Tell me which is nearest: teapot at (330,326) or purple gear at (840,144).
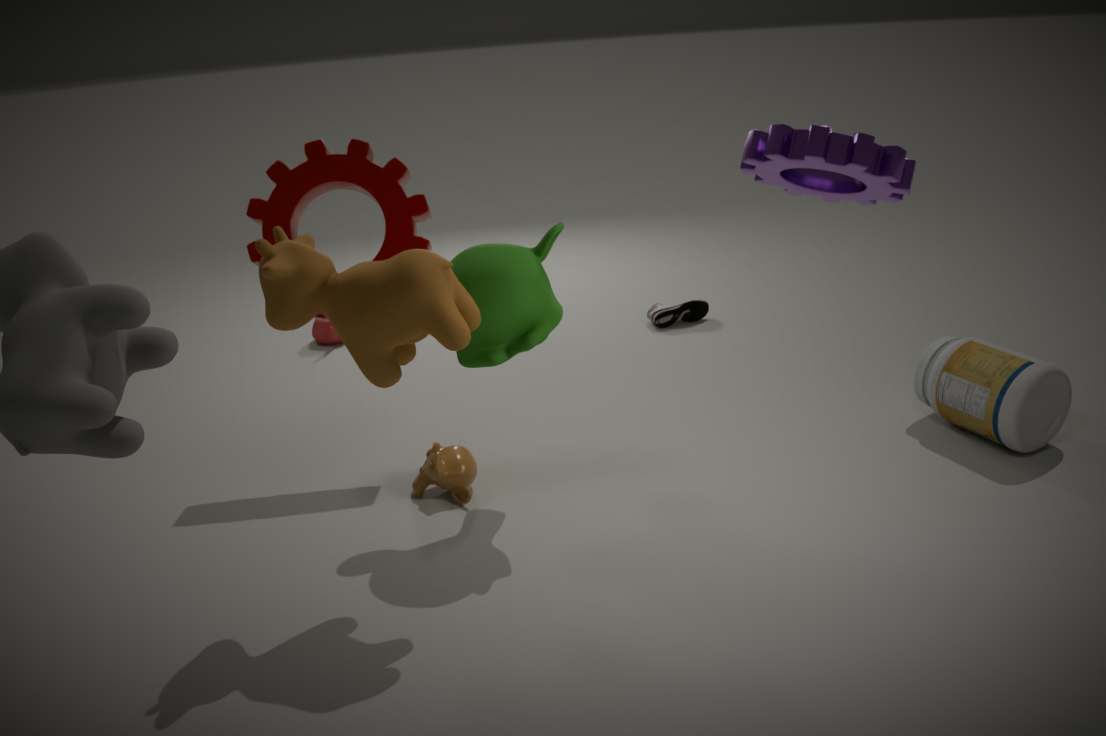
purple gear at (840,144)
